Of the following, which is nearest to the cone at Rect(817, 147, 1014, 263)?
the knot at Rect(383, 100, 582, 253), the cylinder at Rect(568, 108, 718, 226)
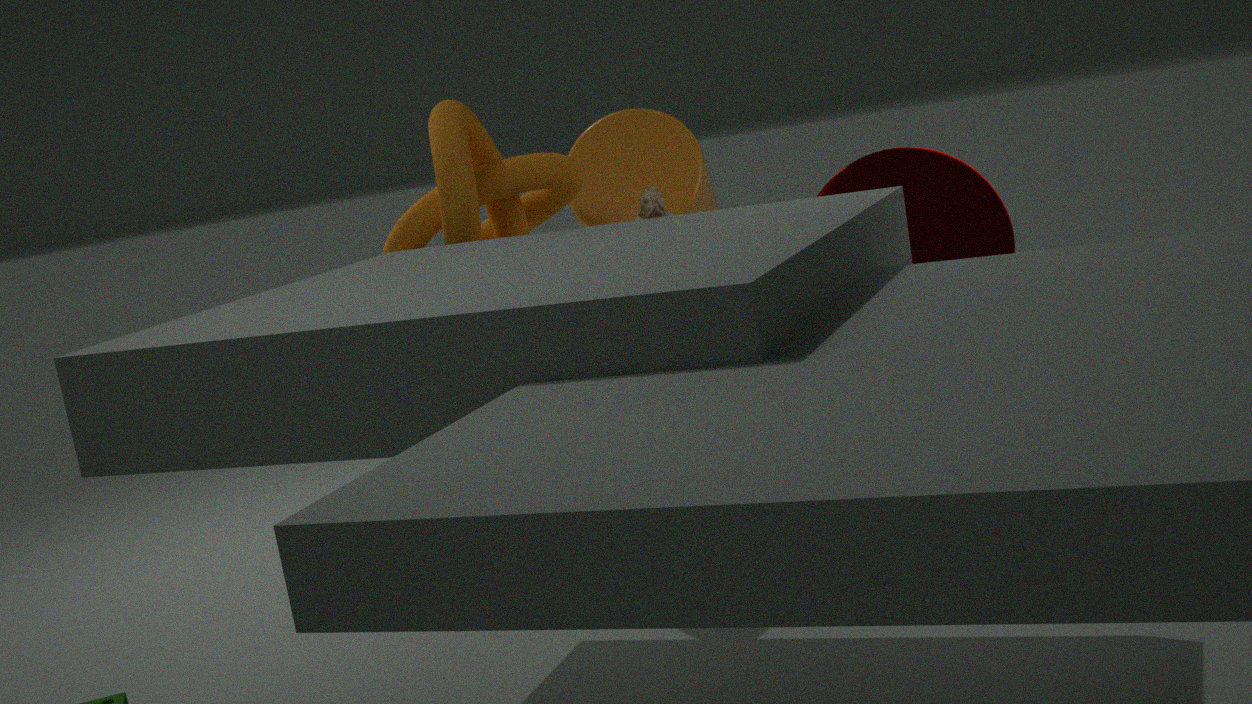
the cylinder at Rect(568, 108, 718, 226)
